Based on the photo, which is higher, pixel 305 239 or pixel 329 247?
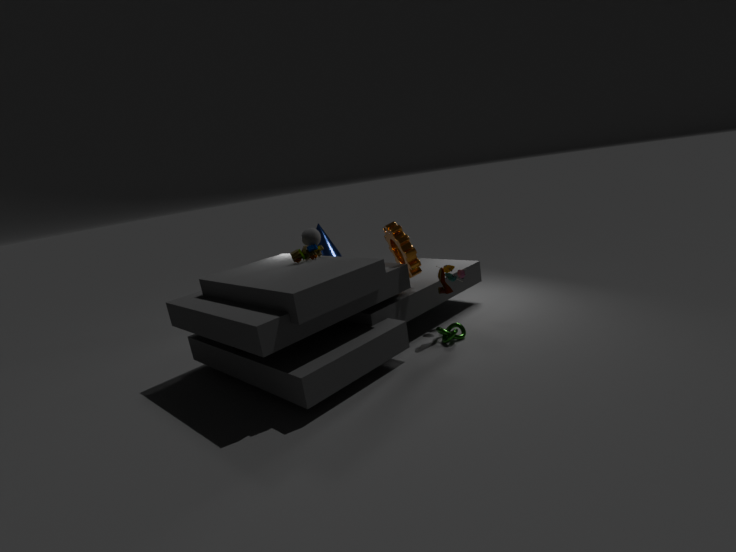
pixel 305 239
